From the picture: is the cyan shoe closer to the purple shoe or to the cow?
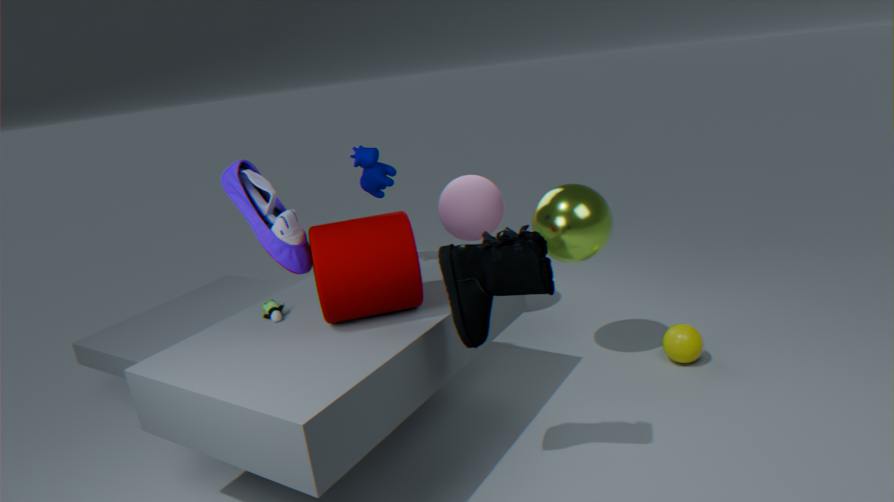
the purple shoe
